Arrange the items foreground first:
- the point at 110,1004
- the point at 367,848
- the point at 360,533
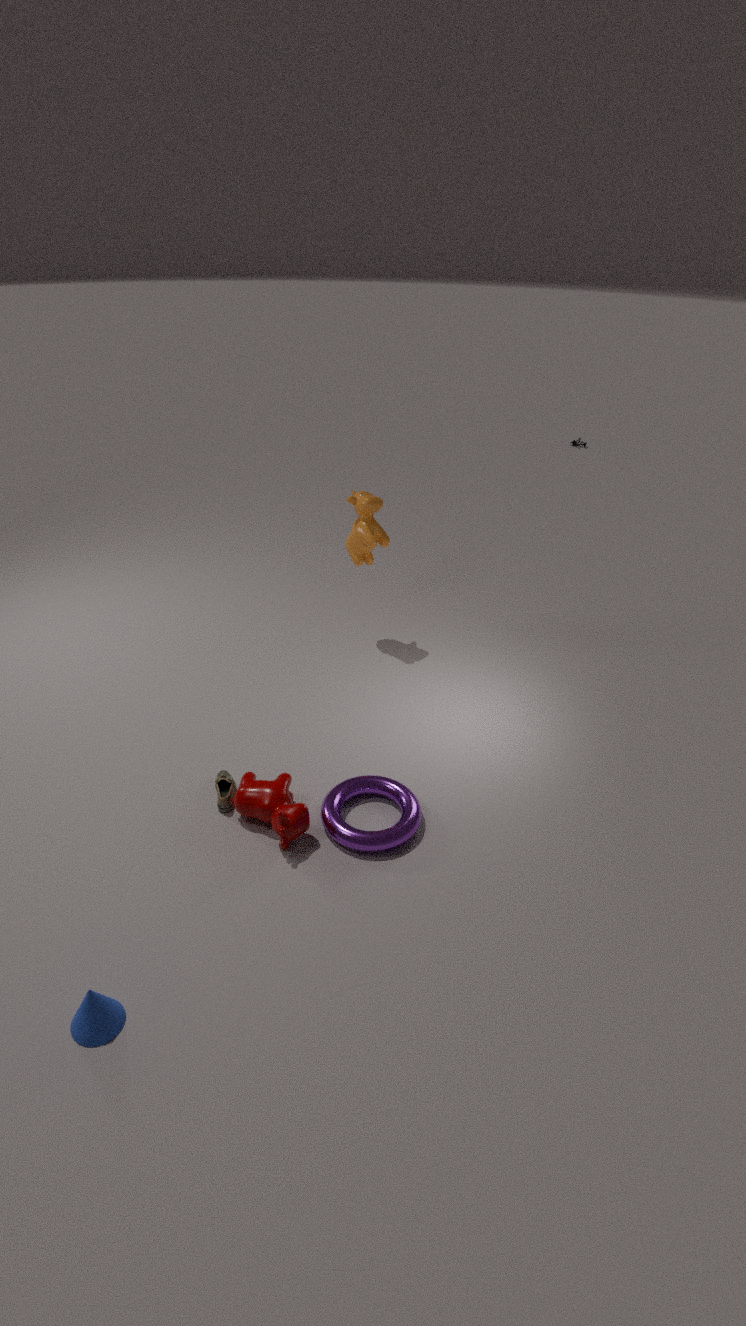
the point at 110,1004
the point at 367,848
the point at 360,533
